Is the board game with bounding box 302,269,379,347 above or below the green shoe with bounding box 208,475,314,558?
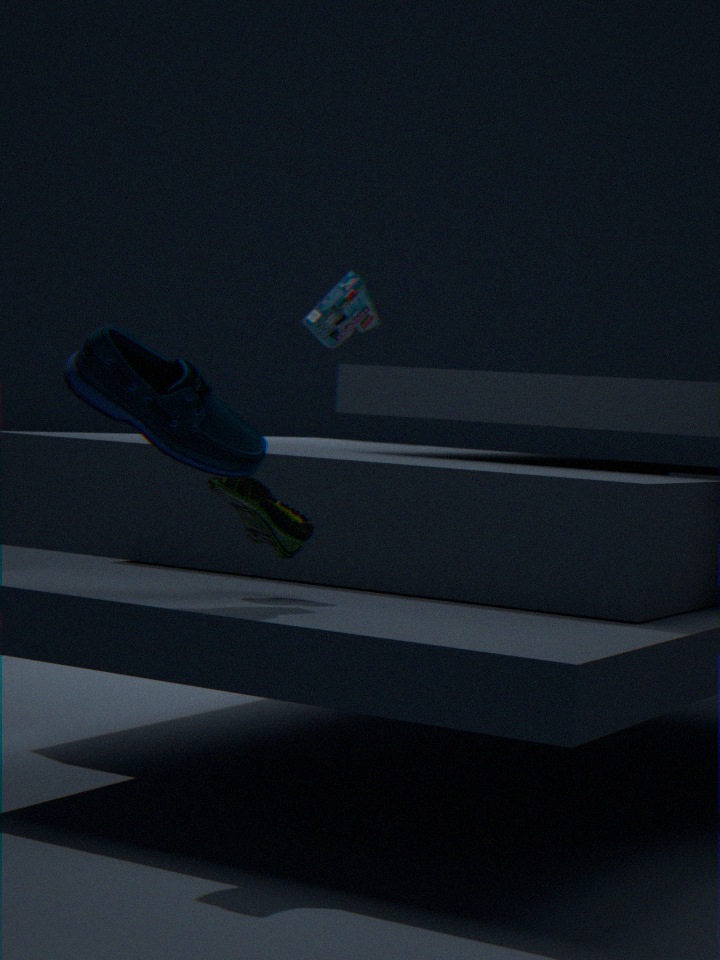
above
